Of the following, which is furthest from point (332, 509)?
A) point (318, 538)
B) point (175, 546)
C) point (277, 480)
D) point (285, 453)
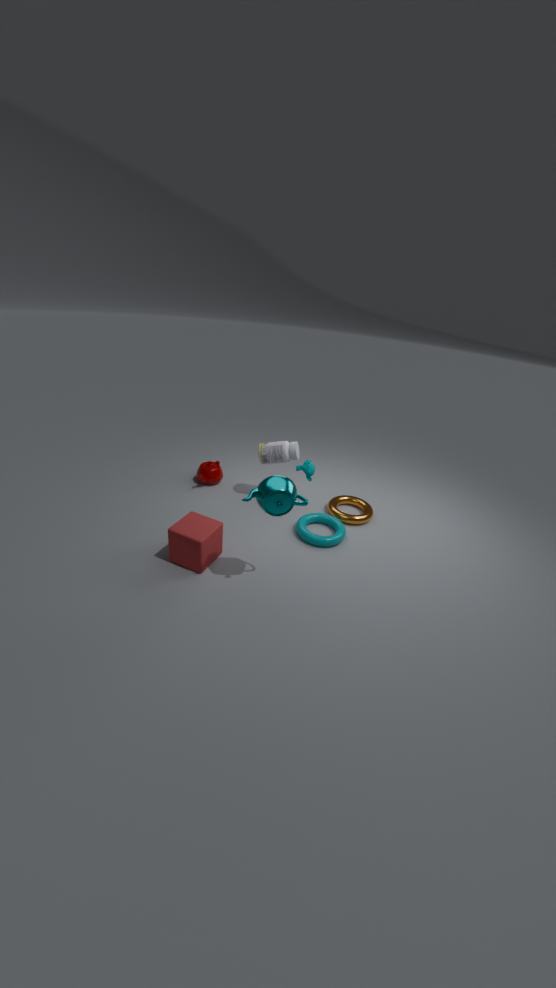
point (175, 546)
